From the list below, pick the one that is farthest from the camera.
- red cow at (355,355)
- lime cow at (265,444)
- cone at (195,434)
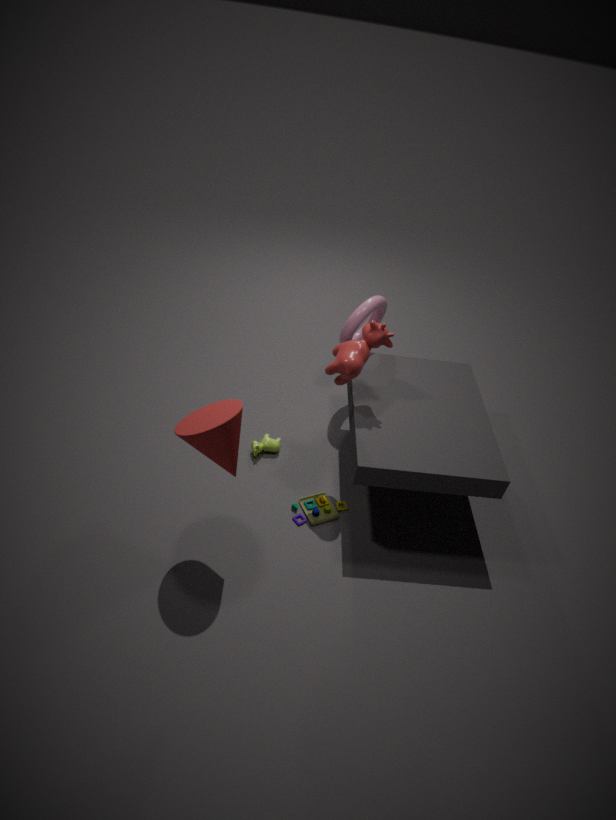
lime cow at (265,444)
